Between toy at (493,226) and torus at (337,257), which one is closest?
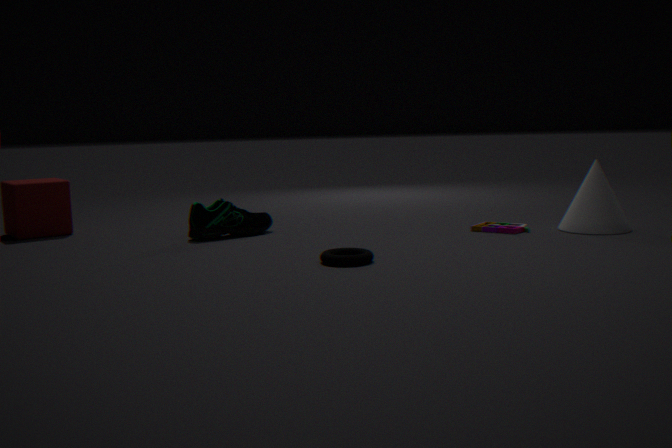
torus at (337,257)
